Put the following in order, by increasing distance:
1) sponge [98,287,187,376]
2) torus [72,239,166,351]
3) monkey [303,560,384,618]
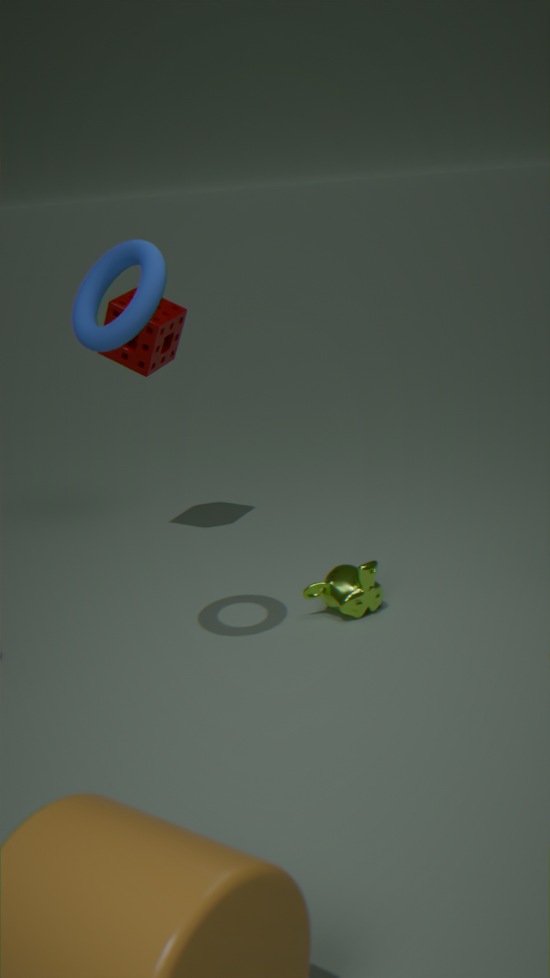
2. torus [72,239,166,351], 3. monkey [303,560,384,618], 1. sponge [98,287,187,376]
